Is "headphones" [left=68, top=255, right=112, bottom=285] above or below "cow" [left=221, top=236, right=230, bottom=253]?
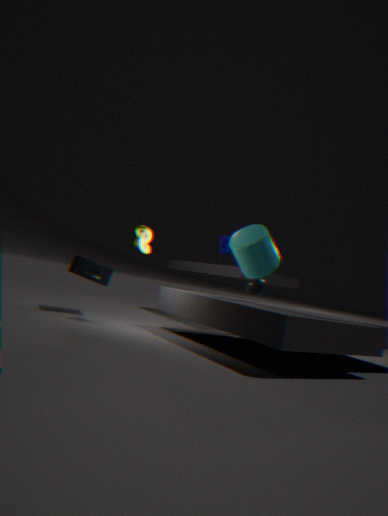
below
